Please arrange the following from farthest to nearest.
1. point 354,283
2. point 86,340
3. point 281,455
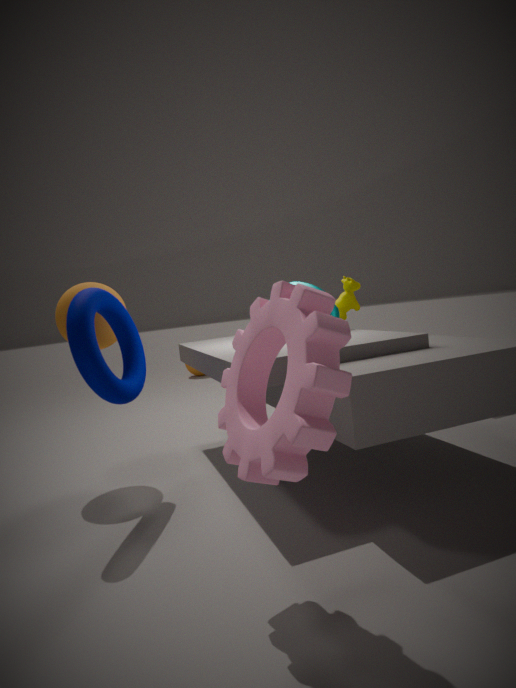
point 354,283, point 86,340, point 281,455
